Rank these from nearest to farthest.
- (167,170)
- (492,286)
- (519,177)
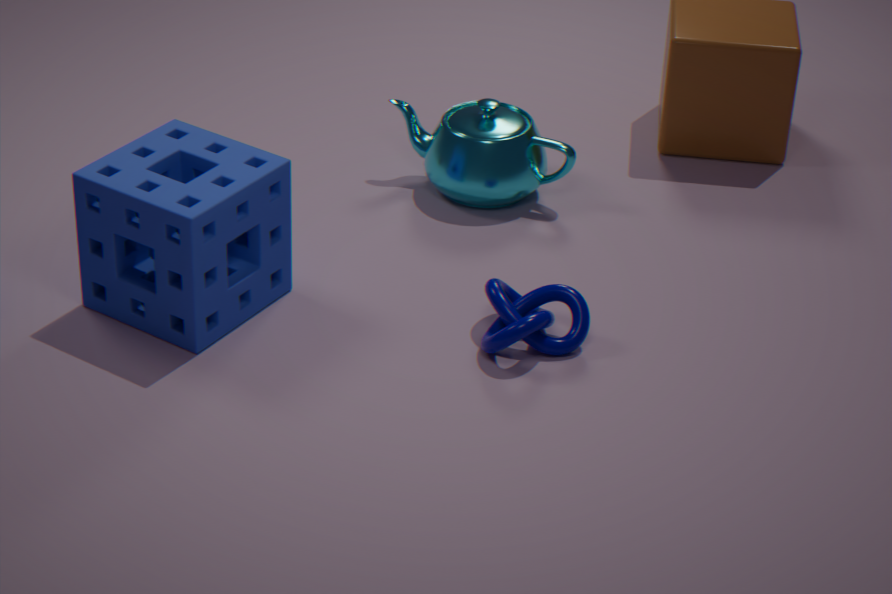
(492,286) → (167,170) → (519,177)
